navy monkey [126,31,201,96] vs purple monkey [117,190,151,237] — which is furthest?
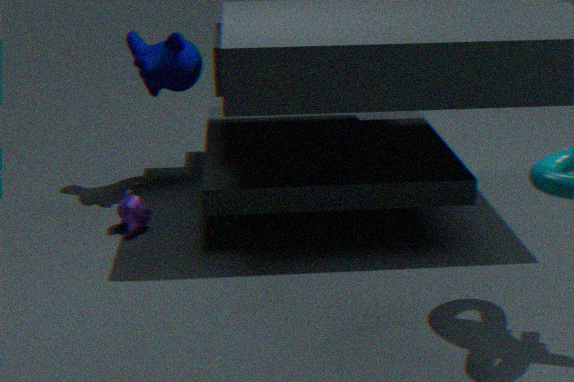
navy monkey [126,31,201,96]
